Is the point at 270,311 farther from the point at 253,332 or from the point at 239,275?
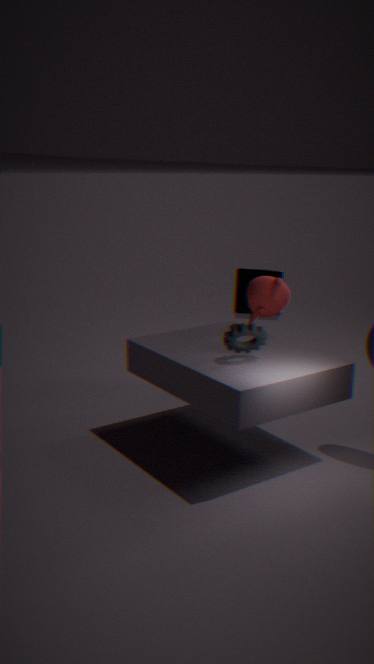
the point at 253,332
